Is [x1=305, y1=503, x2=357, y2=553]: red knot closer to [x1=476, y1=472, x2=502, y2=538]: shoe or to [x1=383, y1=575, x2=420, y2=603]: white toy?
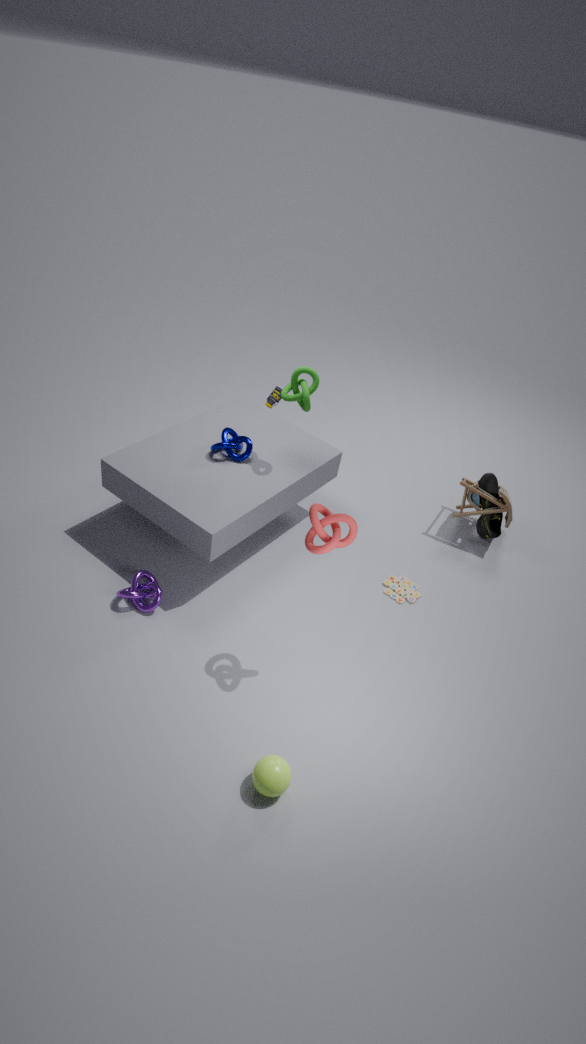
[x1=383, y1=575, x2=420, y2=603]: white toy
